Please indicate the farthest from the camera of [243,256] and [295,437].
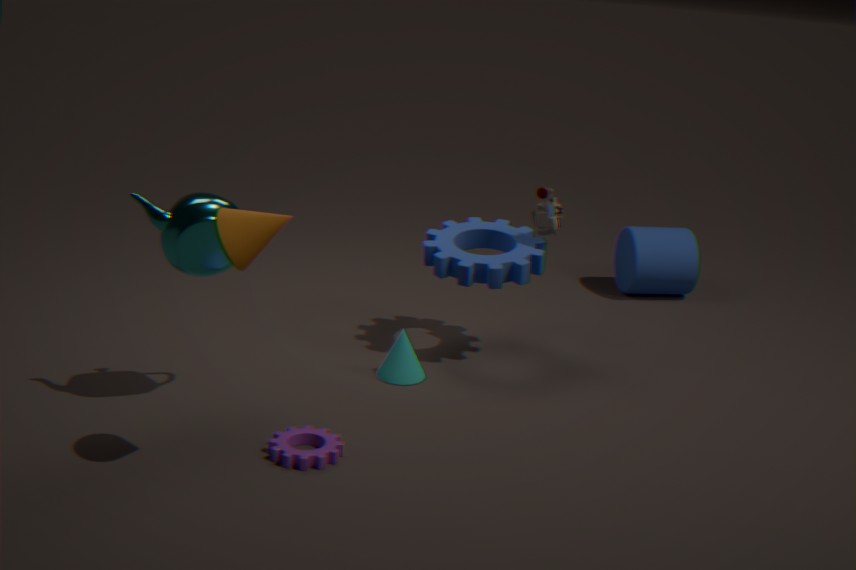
[295,437]
